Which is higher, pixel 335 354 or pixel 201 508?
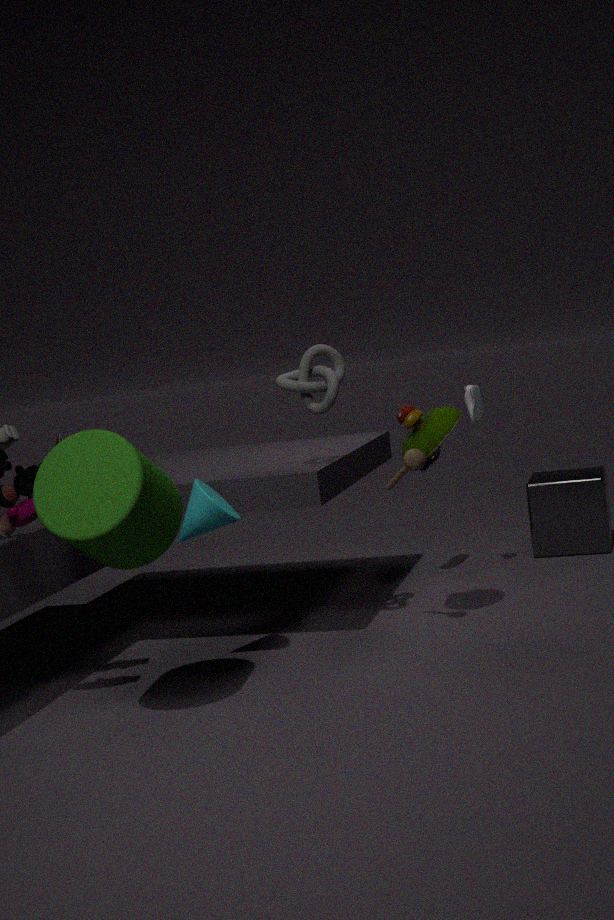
pixel 335 354
